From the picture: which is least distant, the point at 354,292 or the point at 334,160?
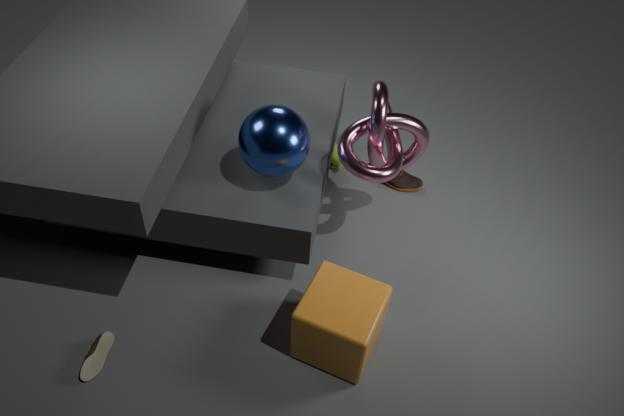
the point at 354,292
